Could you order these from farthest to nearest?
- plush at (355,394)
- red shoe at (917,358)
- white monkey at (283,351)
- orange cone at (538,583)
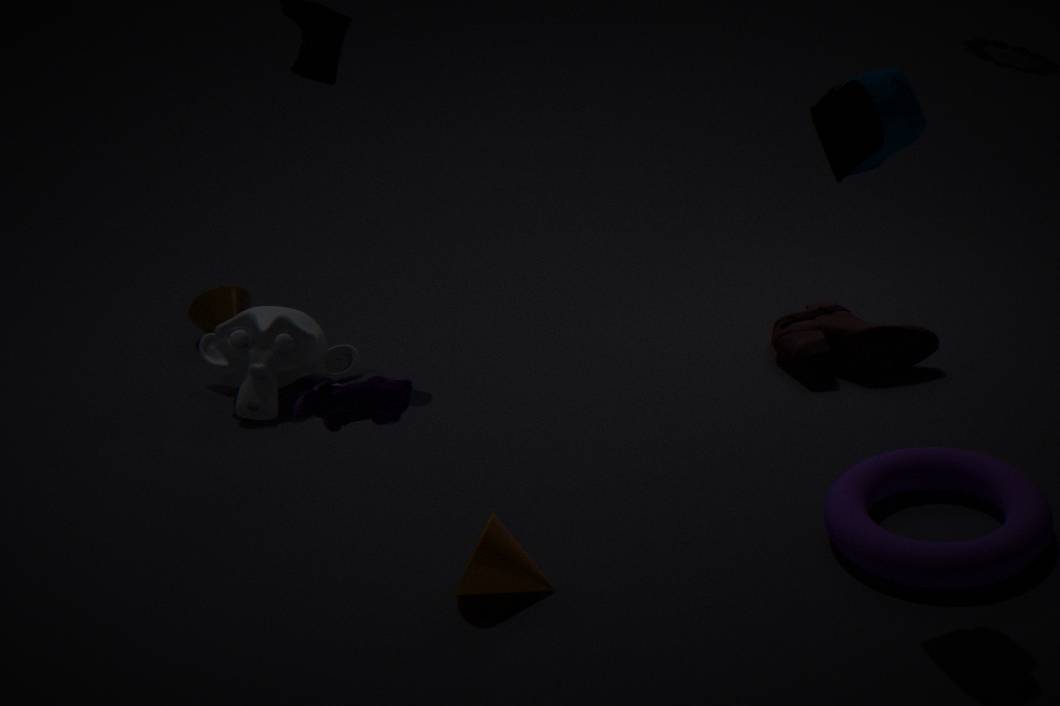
white monkey at (283,351), red shoe at (917,358), orange cone at (538,583), plush at (355,394)
